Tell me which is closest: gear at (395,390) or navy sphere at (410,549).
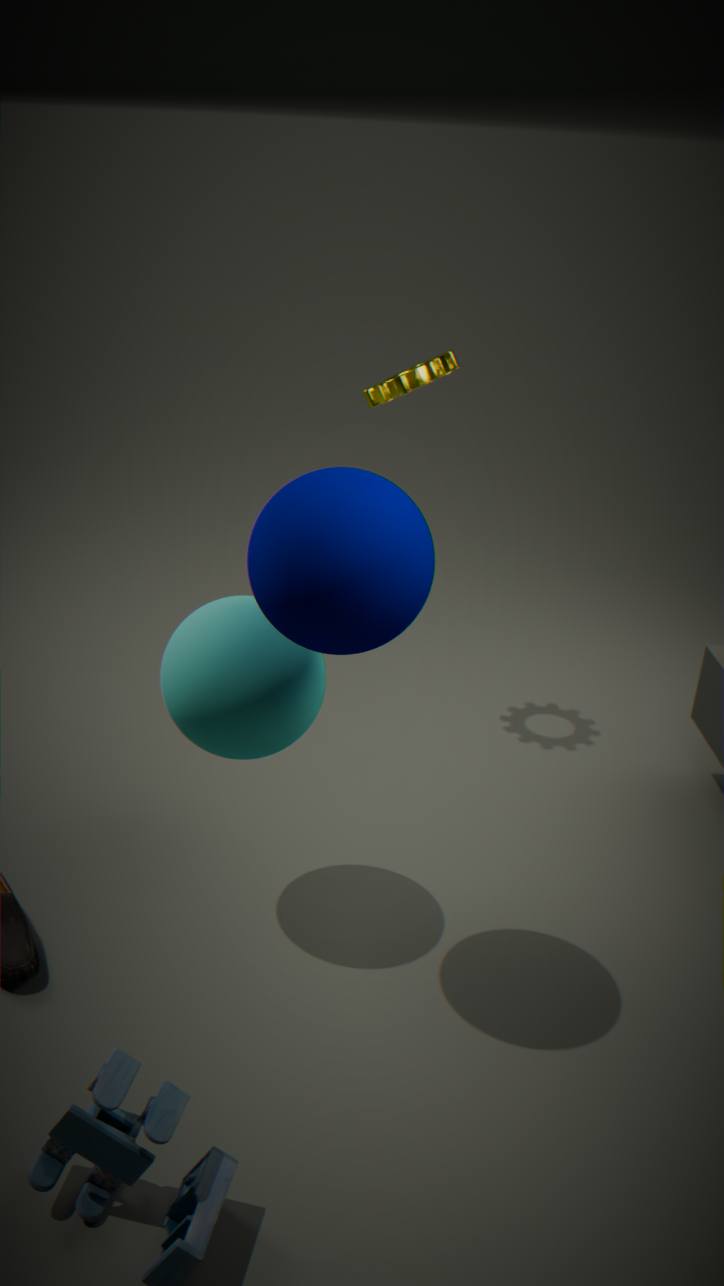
navy sphere at (410,549)
